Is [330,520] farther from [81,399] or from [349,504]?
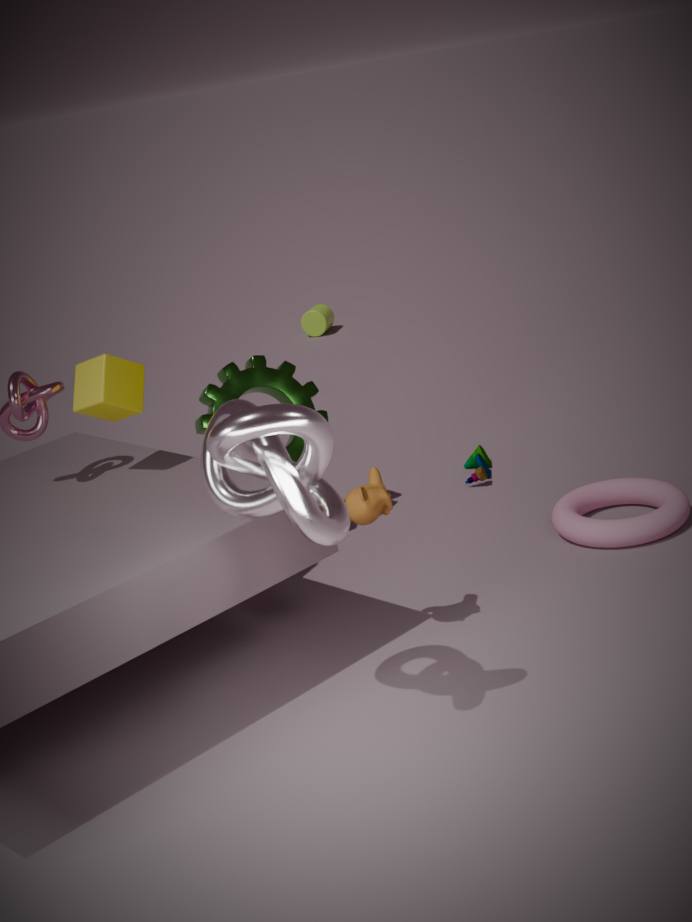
[81,399]
